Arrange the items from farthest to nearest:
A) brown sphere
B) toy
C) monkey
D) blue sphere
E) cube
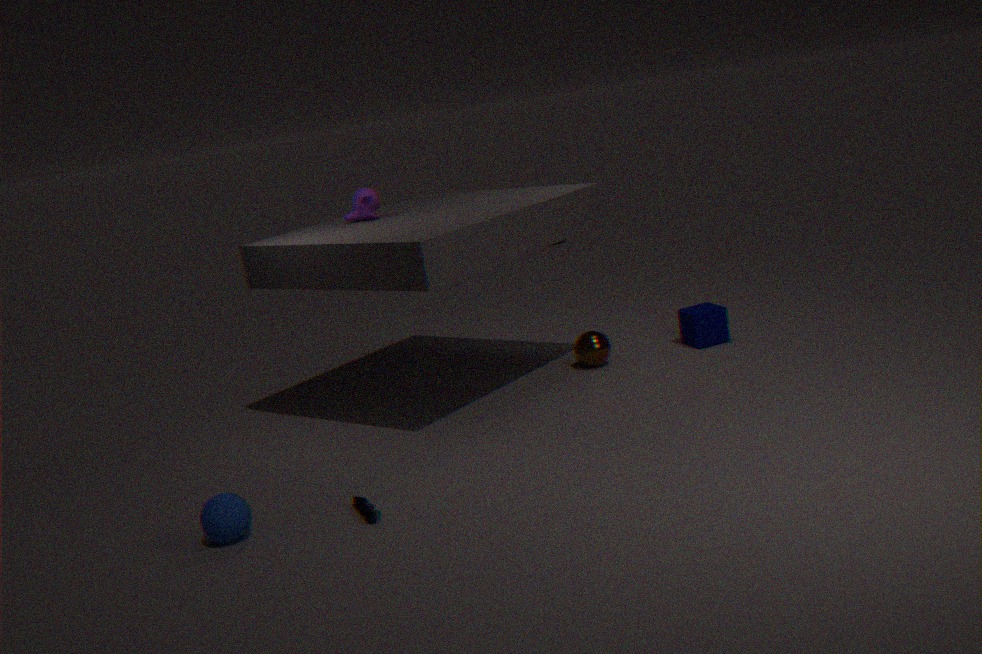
cube < brown sphere < monkey < toy < blue sphere
